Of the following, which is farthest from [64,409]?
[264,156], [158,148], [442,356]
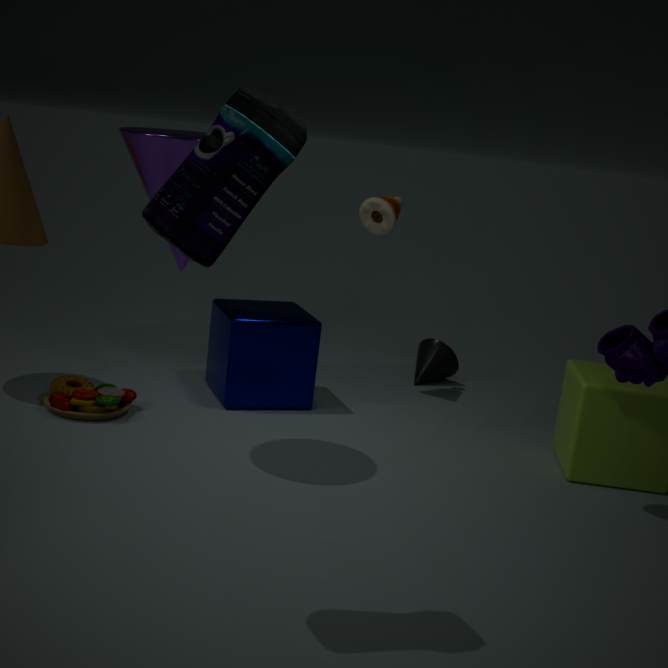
[264,156]
